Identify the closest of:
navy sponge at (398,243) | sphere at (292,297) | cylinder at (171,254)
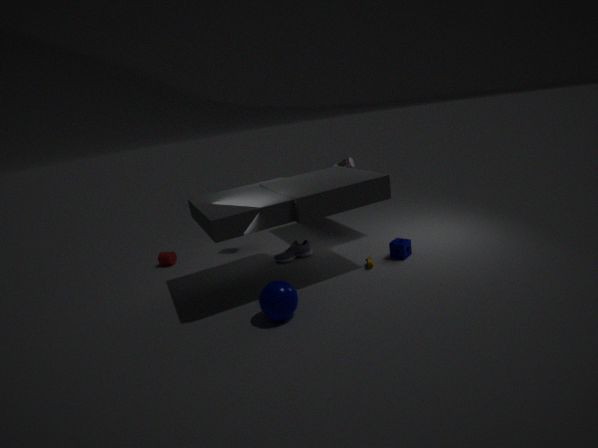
sphere at (292,297)
